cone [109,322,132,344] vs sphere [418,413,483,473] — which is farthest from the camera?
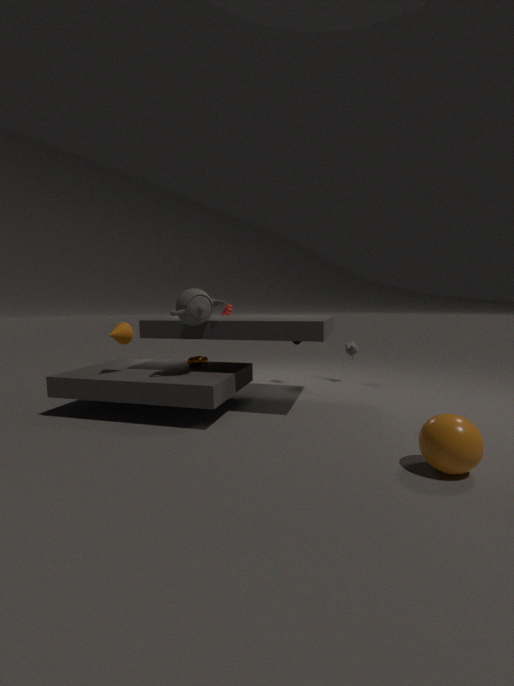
cone [109,322,132,344]
